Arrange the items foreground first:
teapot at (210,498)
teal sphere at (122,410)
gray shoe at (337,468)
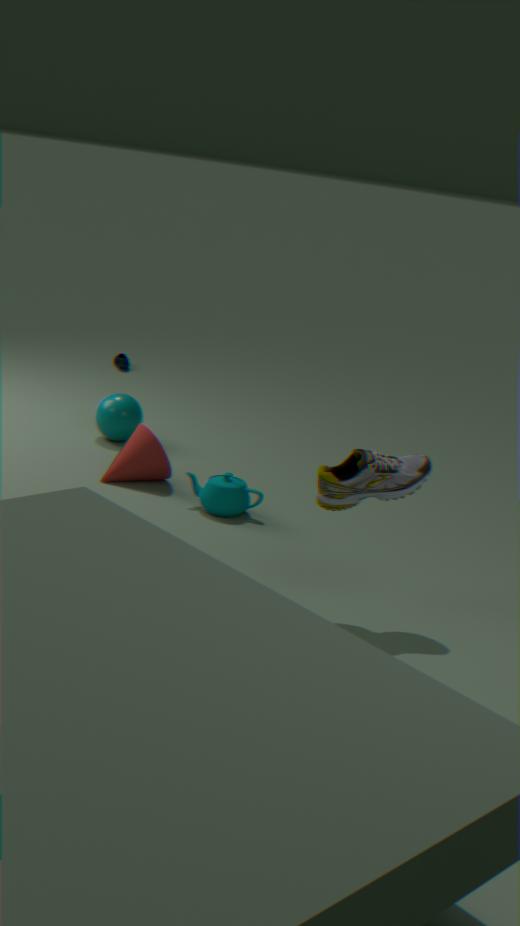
1. gray shoe at (337,468)
2. teapot at (210,498)
3. teal sphere at (122,410)
